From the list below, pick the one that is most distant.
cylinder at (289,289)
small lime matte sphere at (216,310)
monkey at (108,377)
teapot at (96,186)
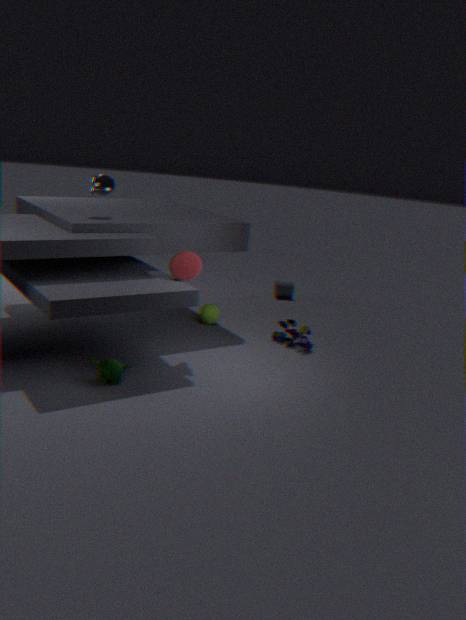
cylinder at (289,289)
